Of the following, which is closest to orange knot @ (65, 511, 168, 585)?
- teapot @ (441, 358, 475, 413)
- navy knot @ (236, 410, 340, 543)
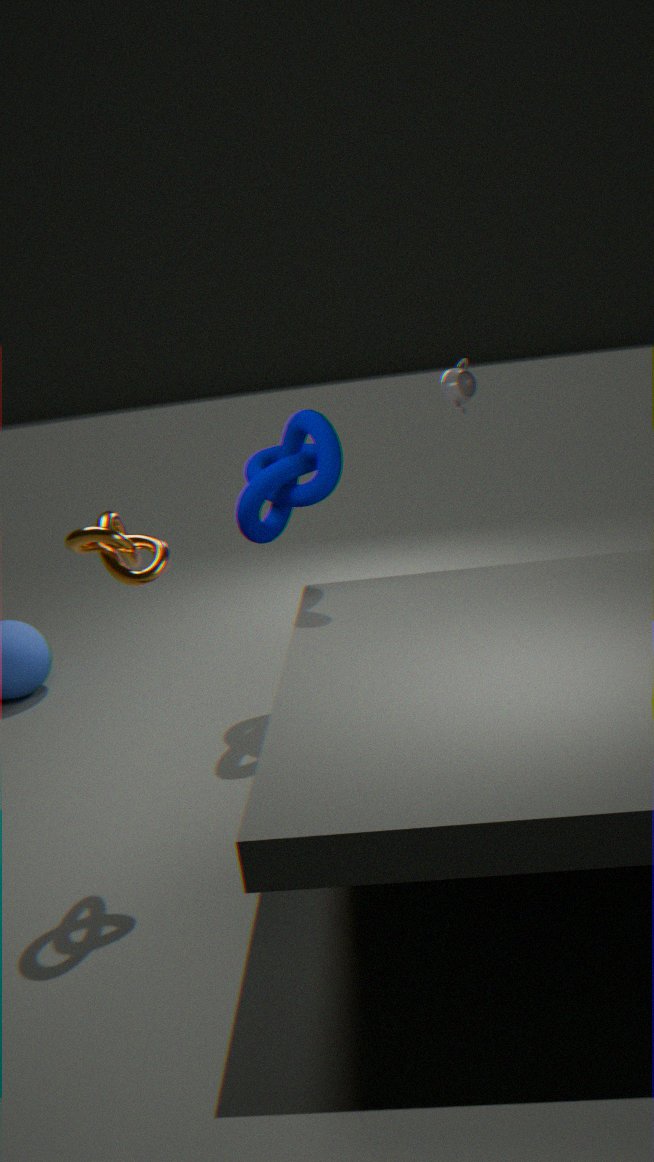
navy knot @ (236, 410, 340, 543)
